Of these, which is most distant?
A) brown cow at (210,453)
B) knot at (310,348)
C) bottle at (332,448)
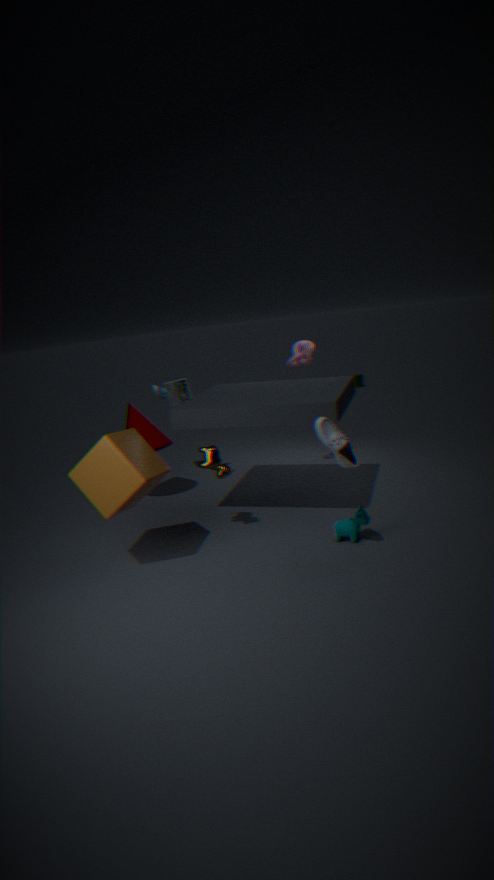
knot at (310,348)
